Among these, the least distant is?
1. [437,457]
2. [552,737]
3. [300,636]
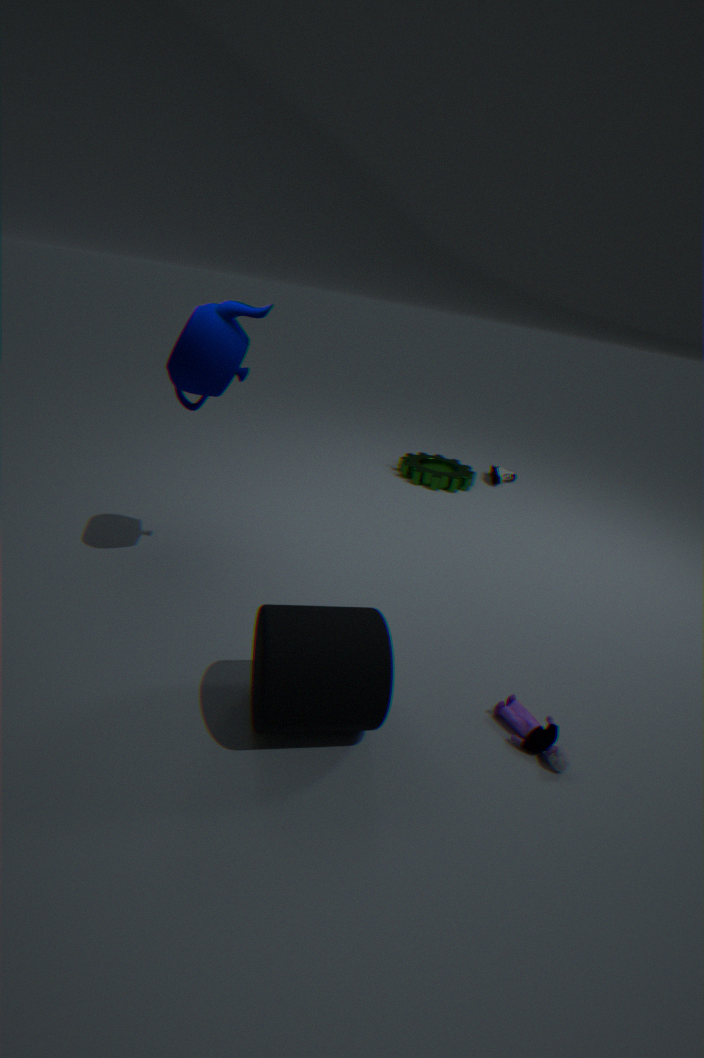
[300,636]
